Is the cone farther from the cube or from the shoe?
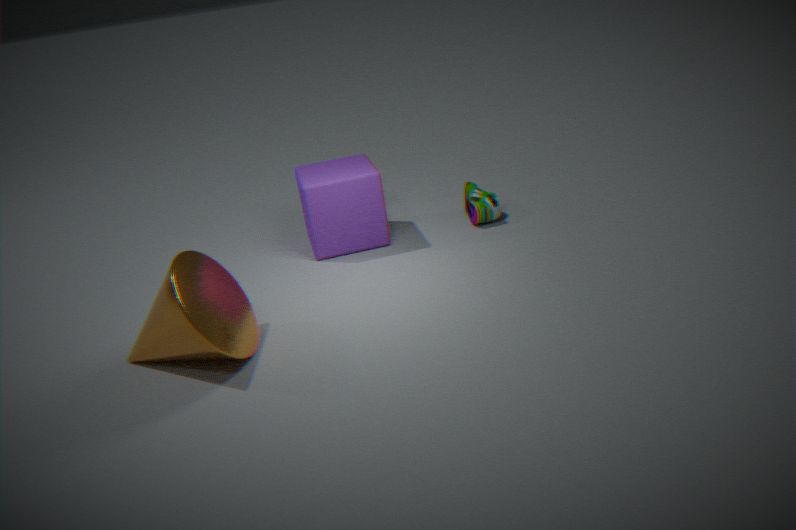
the shoe
